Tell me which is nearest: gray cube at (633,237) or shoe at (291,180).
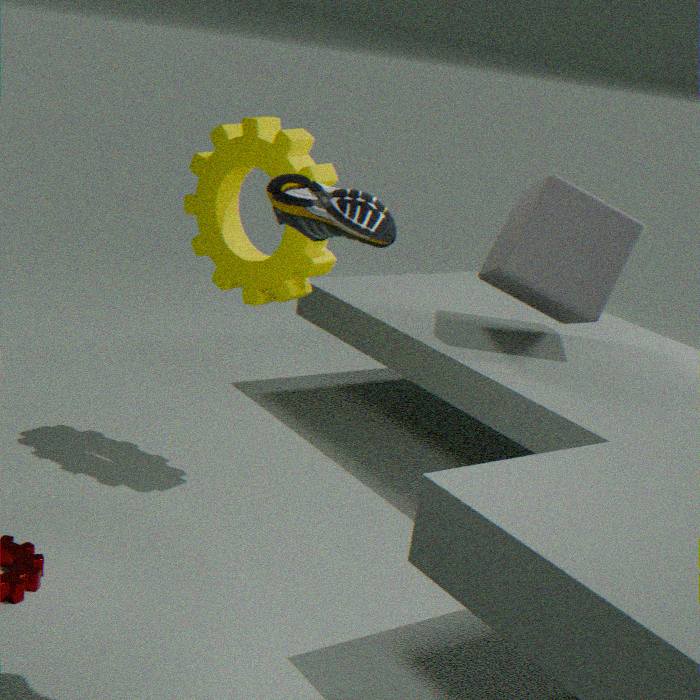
shoe at (291,180)
